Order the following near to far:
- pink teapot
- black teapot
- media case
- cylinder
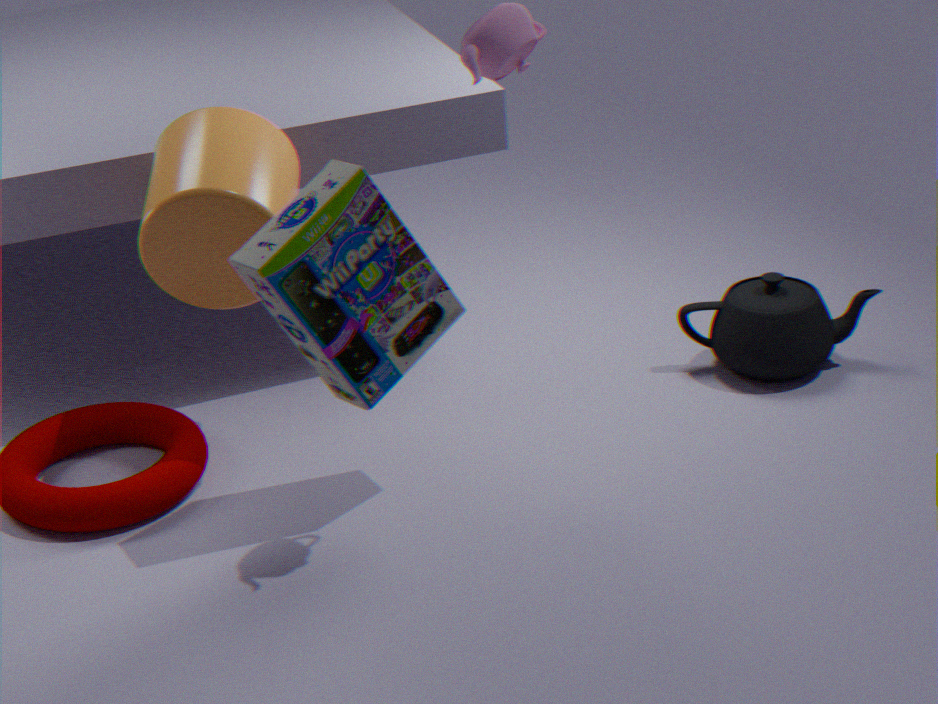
pink teapot, media case, cylinder, black teapot
